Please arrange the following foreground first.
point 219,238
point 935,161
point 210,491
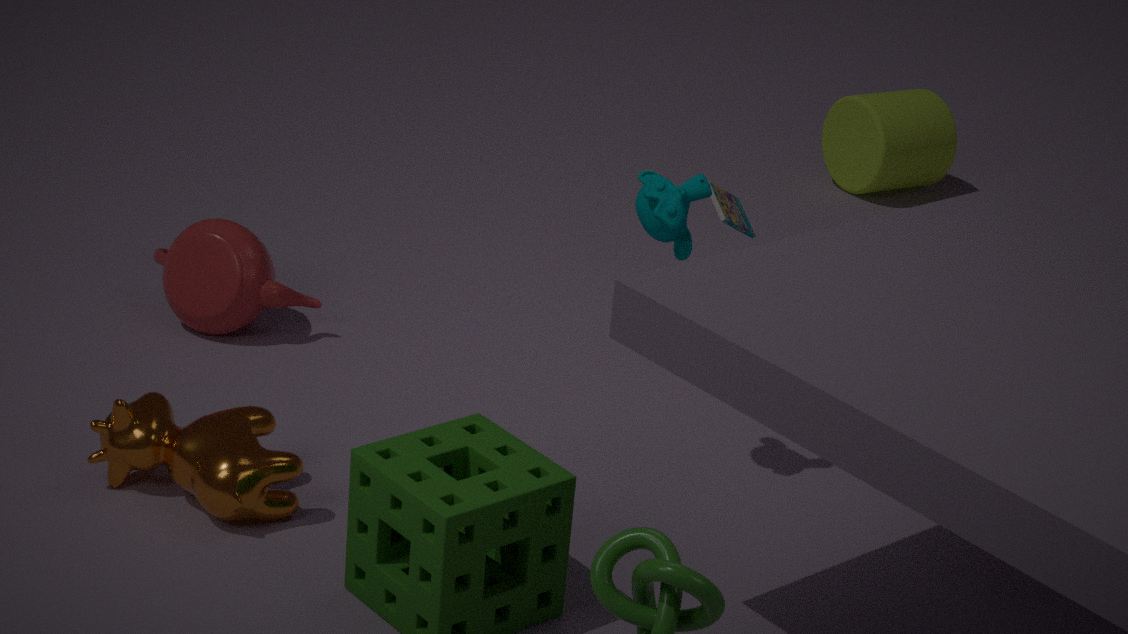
point 210,491 → point 219,238 → point 935,161
